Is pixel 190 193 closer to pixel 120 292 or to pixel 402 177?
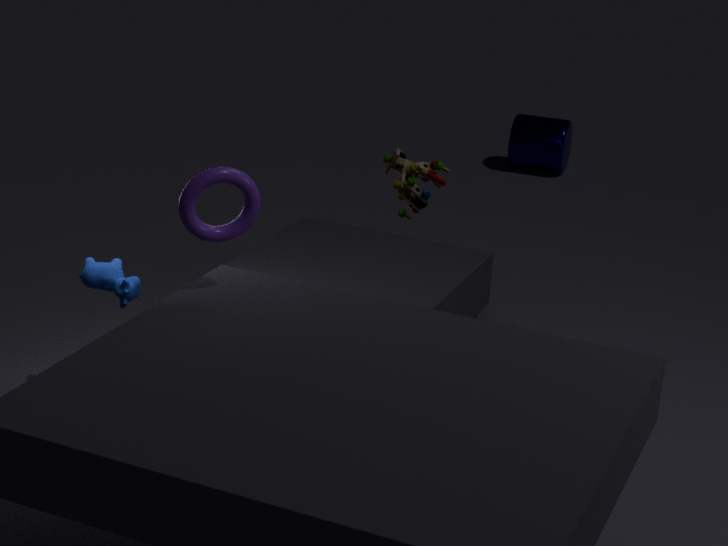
pixel 120 292
